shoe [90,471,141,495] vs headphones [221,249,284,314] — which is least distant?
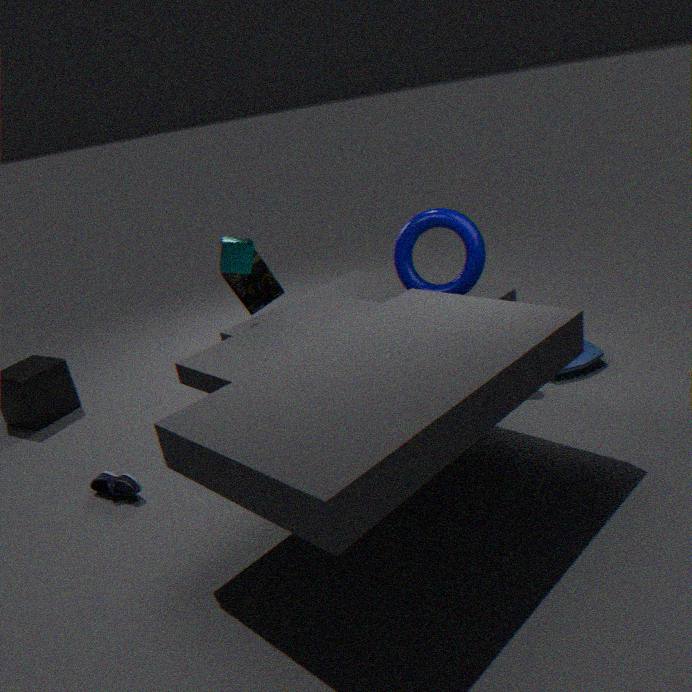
shoe [90,471,141,495]
